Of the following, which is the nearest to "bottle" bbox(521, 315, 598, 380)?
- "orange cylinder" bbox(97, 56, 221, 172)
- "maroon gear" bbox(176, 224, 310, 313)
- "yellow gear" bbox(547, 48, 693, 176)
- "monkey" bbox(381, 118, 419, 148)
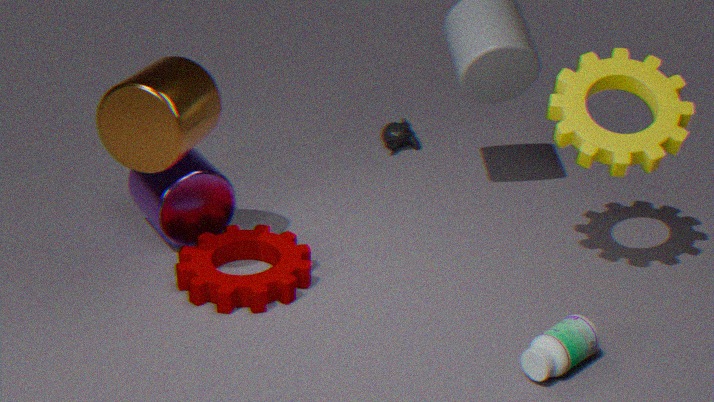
"yellow gear" bbox(547, 48, 693, 176)
